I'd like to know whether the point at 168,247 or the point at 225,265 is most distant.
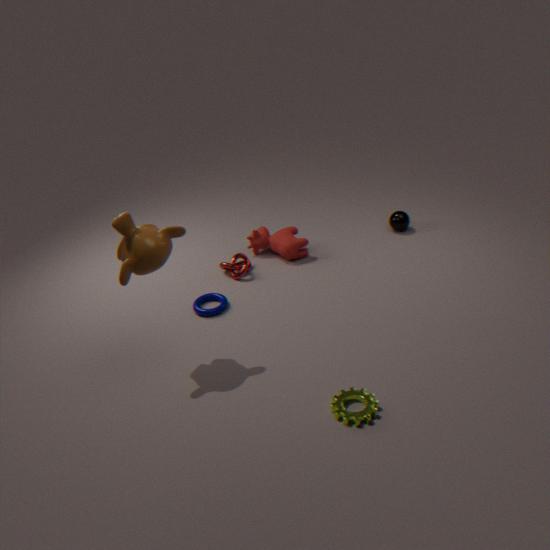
the point at 225,265
